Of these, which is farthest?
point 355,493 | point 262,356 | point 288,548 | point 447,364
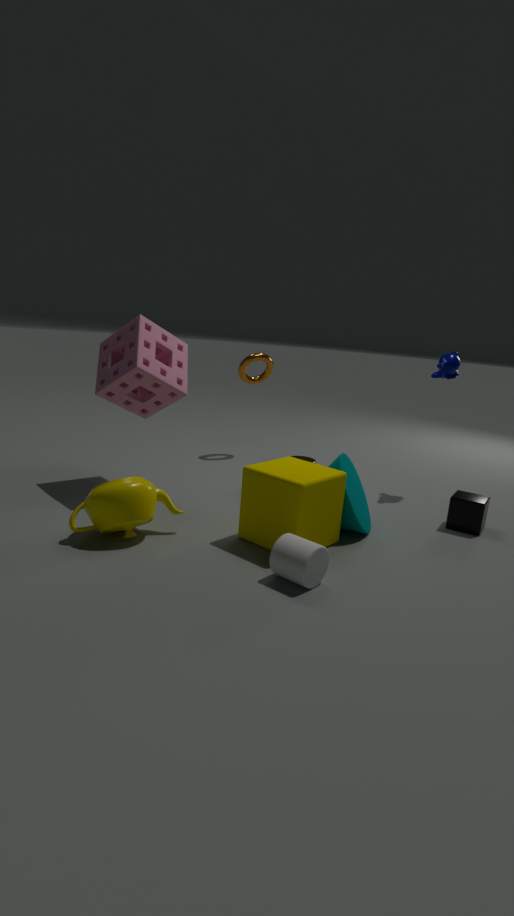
point 262,356
